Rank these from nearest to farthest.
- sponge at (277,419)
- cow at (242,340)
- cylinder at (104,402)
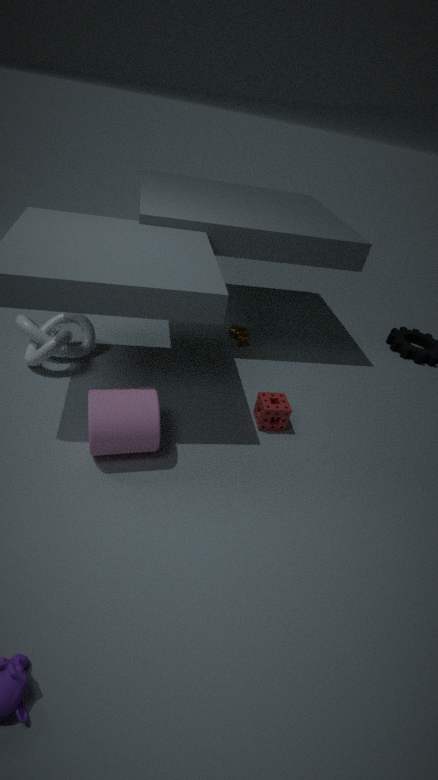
cylinder at (104,402) → sponge at (277,419) → cow at (242,340)
